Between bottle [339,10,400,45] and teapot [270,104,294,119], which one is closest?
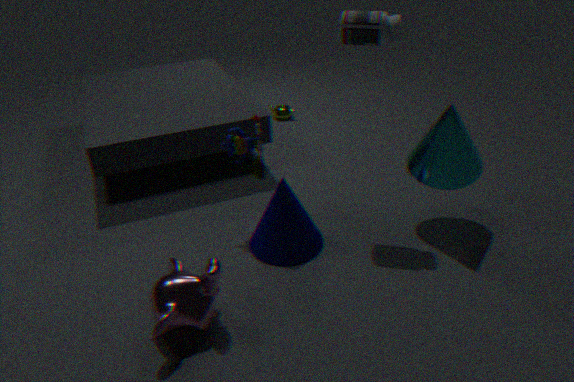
bottle [339,10,400,45]
